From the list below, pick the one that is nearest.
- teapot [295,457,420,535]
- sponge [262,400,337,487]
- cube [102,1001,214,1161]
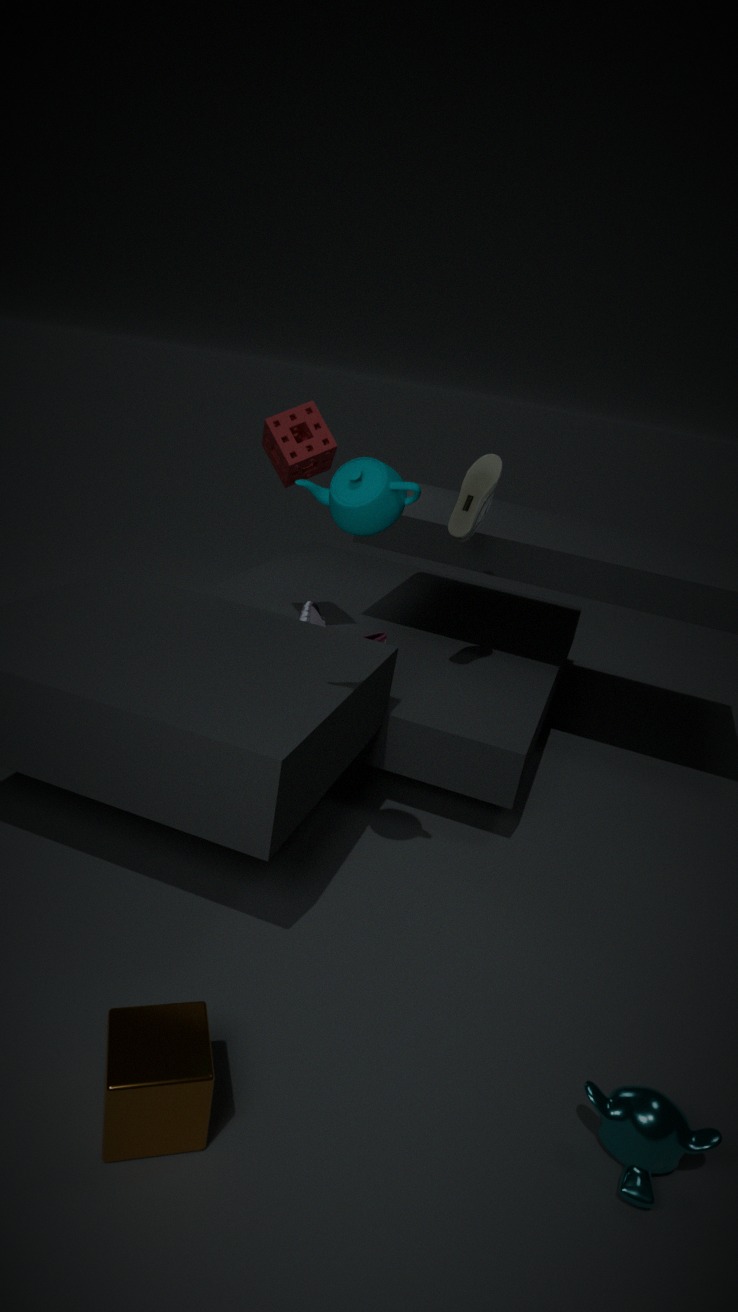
cube [102,1001,214,1161]
